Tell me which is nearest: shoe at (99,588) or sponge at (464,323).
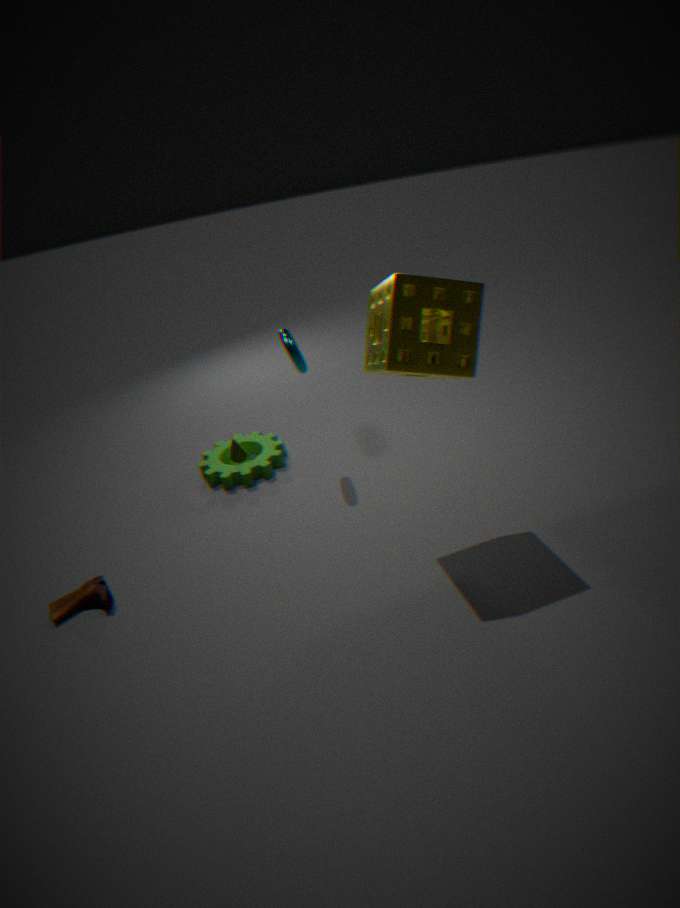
sponge at (464,323)
